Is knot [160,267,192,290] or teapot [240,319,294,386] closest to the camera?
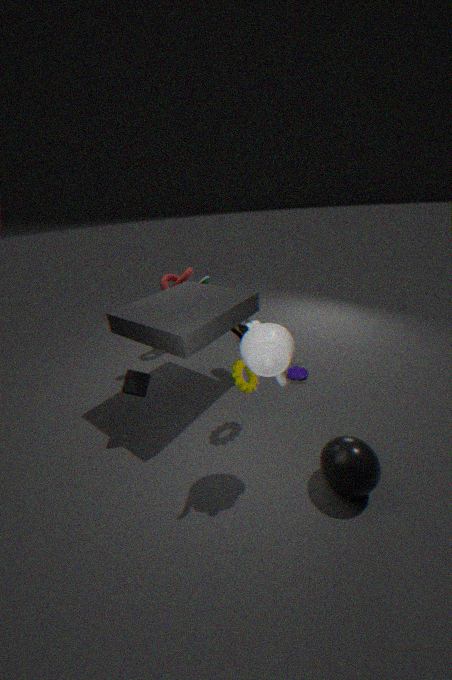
teapot [240,319,294,386]
